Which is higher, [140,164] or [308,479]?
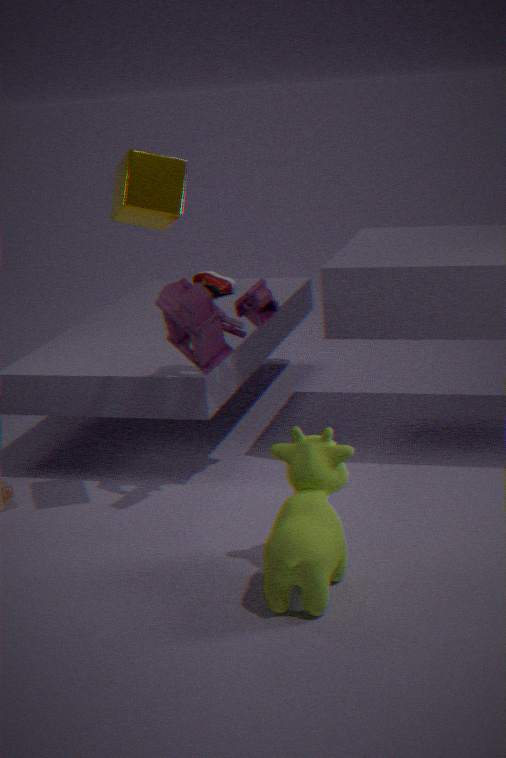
[140,164]
